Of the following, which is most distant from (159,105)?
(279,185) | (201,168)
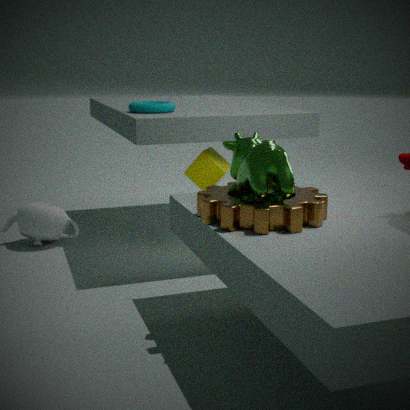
(279,185)
